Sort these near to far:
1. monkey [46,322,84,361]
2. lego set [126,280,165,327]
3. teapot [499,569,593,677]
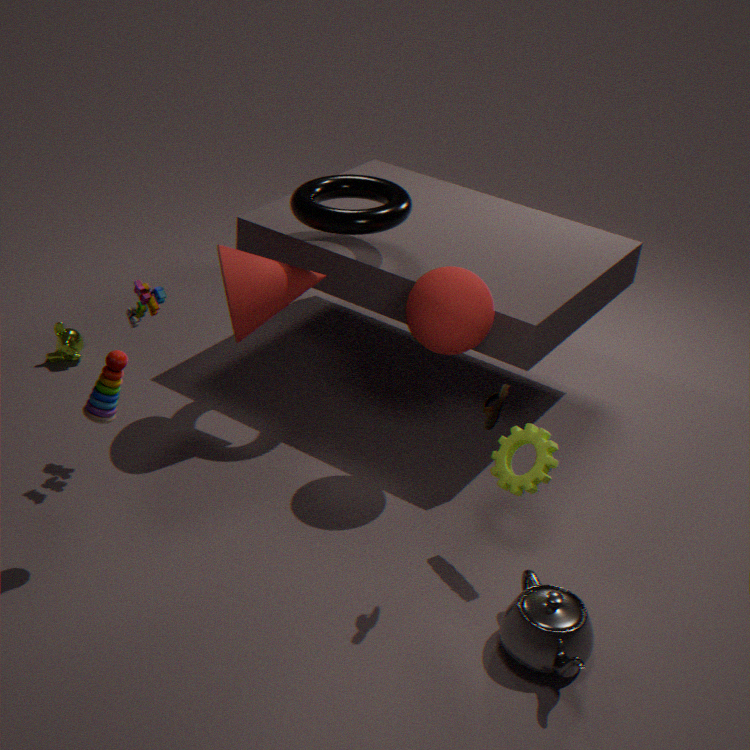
1. teapot [499,569,593,677]
2. lego set [126,280,165,327]
3. monkey [46,322,84,361]
